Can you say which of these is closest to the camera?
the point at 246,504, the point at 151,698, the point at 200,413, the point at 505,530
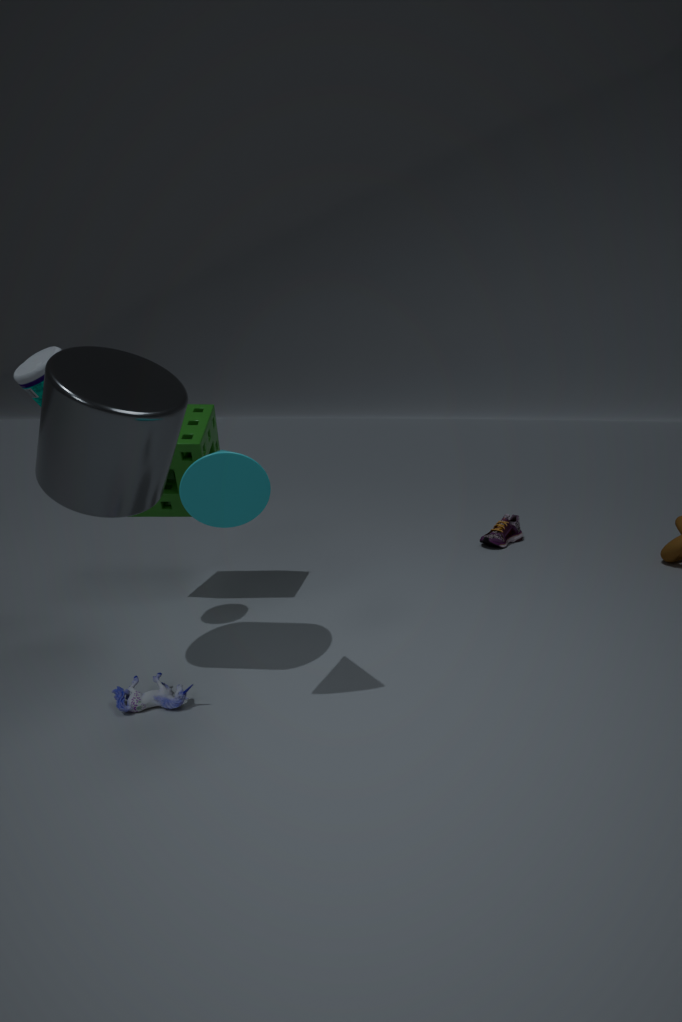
the point at 246,504
